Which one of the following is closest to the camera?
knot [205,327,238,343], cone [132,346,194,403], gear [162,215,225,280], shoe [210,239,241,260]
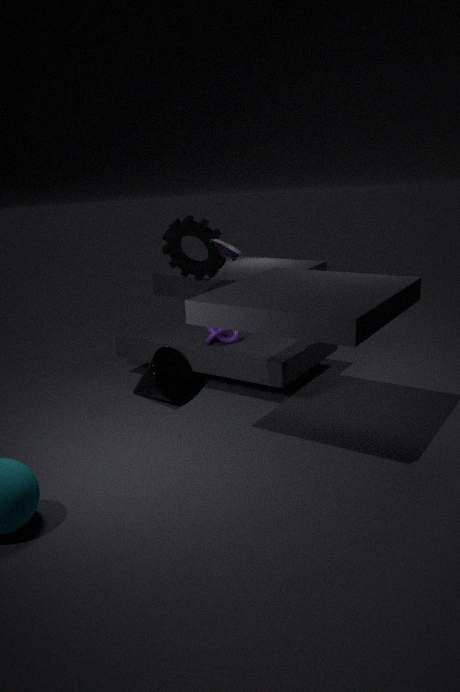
cone [132,346,194,403]
